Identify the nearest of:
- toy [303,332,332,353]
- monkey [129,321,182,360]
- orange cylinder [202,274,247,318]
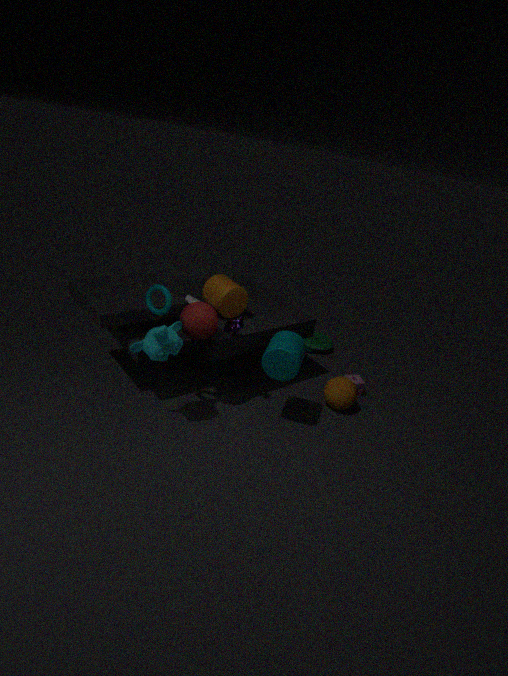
monkey [129,321,182,360]
